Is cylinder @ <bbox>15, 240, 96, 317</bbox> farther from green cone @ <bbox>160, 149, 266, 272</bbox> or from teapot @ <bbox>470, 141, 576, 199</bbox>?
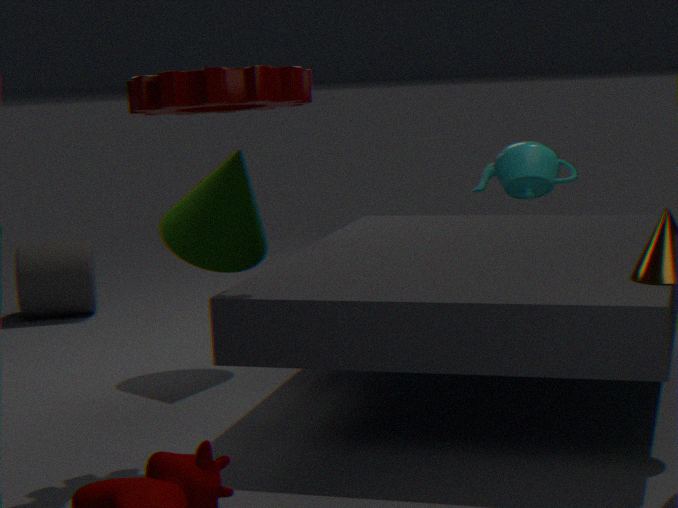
teapot @ <bbox>470, 141, 576, 199</bbox>
